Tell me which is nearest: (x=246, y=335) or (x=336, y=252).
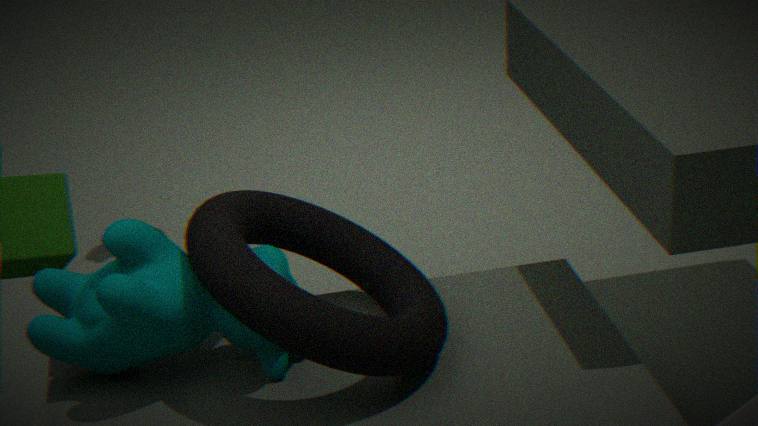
(x=246, y=335)
